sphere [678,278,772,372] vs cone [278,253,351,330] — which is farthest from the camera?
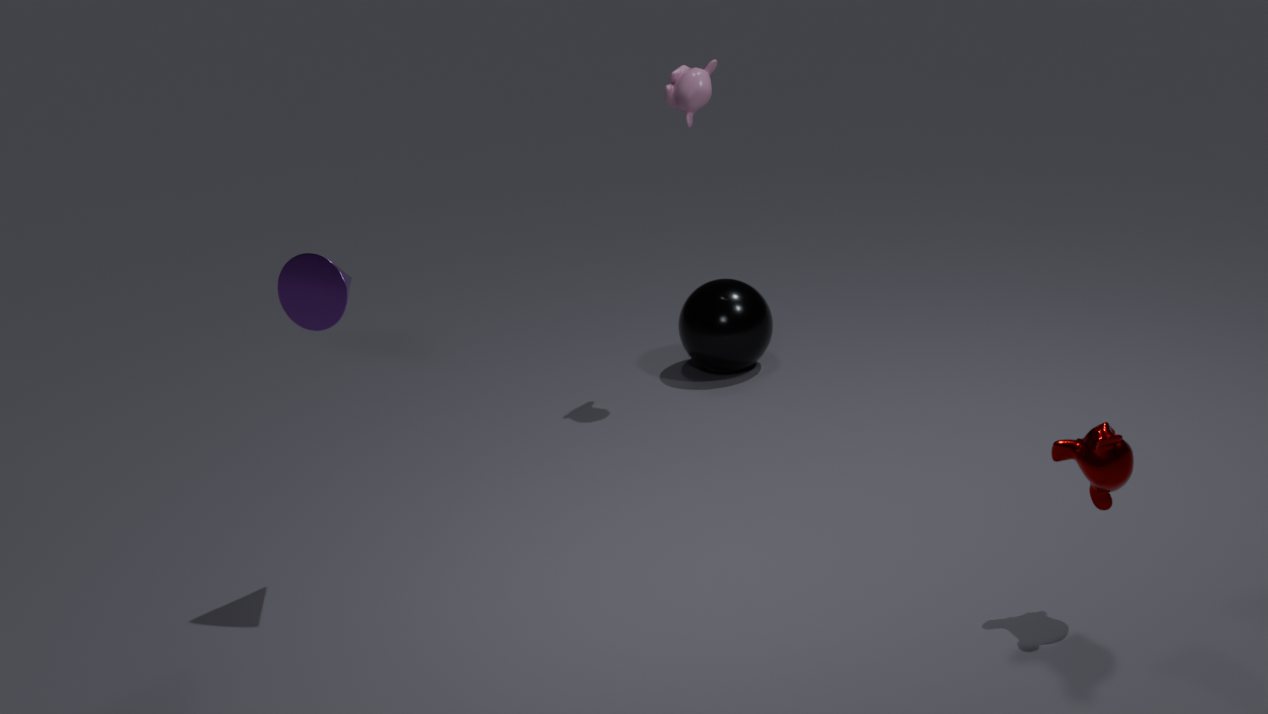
sphere [678,278,772,372]
